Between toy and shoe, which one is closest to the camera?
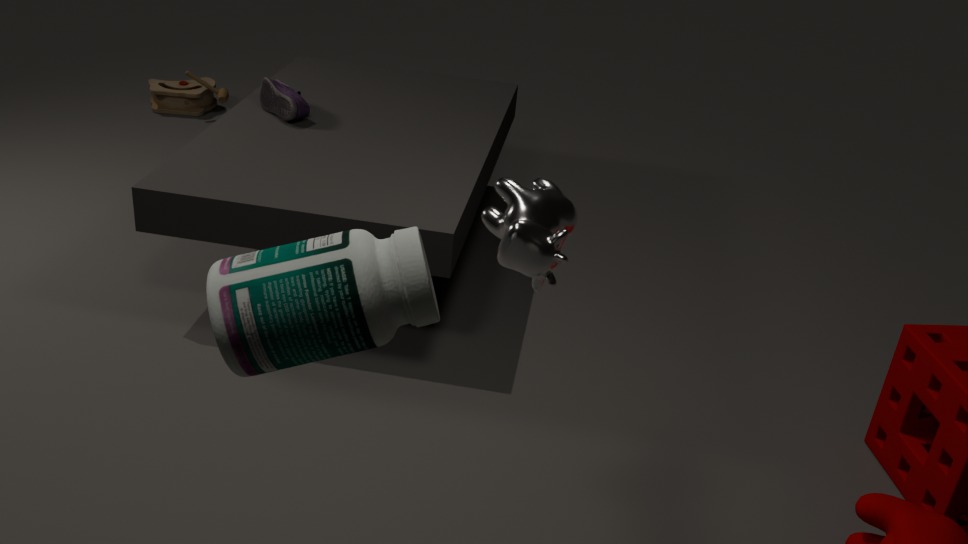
shoe
